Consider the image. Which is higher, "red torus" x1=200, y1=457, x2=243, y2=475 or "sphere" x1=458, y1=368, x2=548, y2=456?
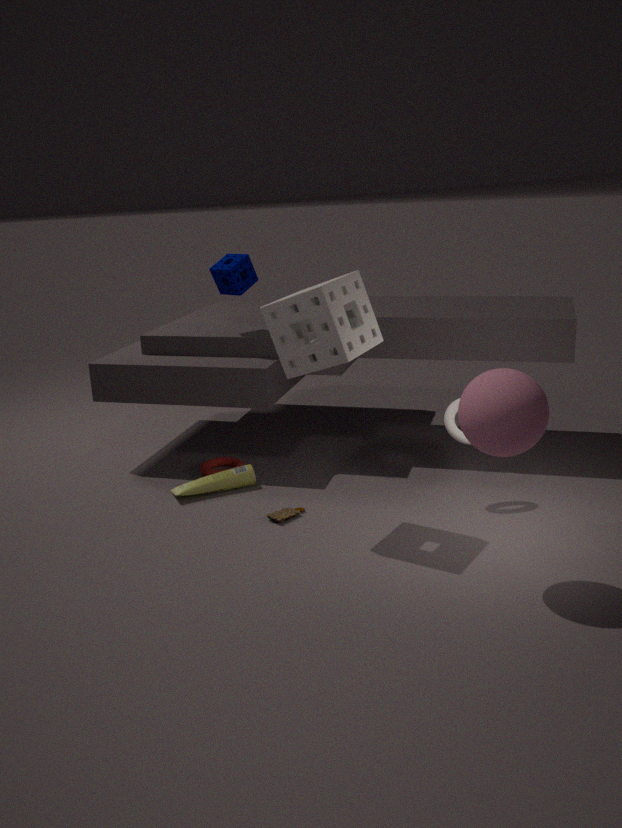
"sphere" x1=458, y1=368, x2=548, y2=456
